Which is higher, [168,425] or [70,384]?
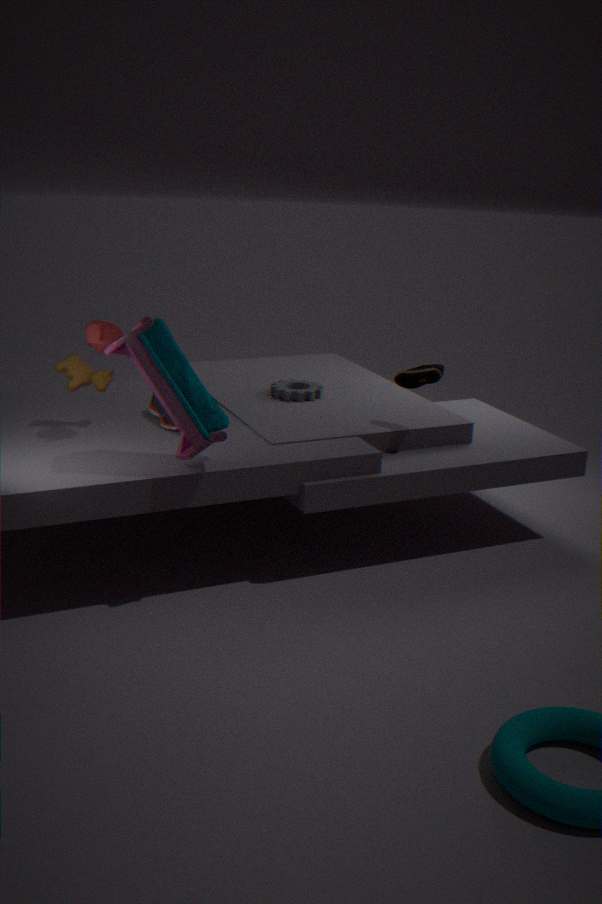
[70,384]
